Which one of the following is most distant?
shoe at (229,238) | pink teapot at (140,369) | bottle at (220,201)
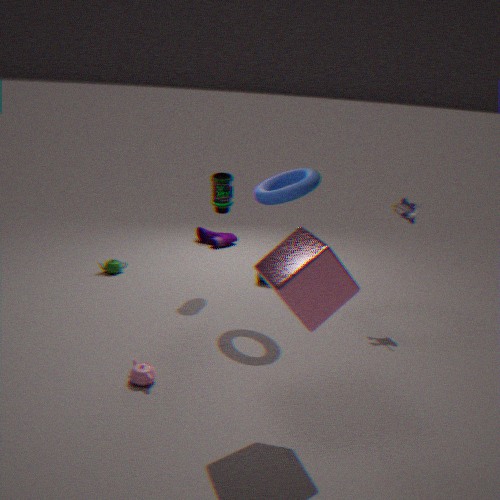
shoe at (229,238)
